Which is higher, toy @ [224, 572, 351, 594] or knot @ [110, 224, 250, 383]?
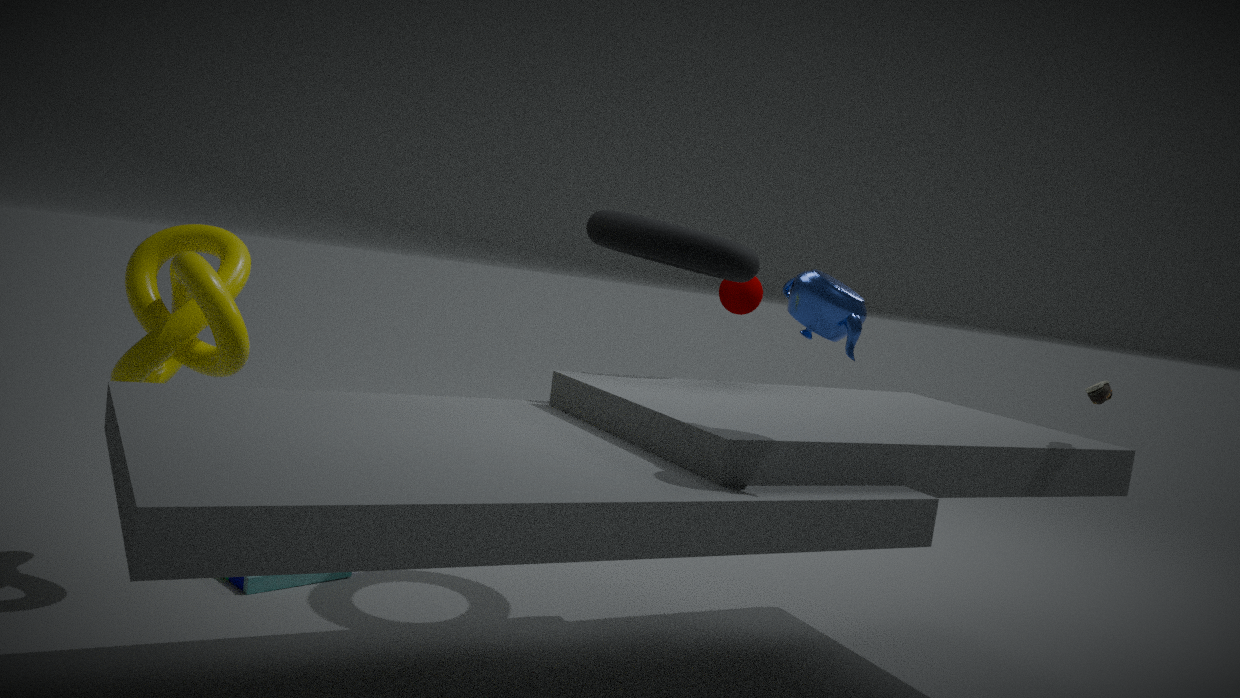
knot @ [110, 224, 250, 383]
